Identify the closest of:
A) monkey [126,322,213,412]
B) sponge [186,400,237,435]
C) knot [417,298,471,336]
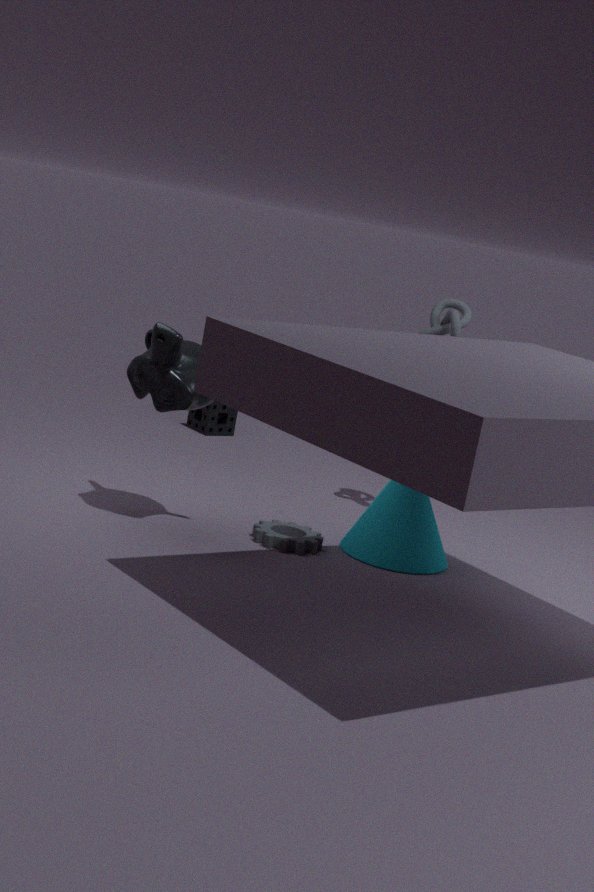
monkey [126,322,213,412]
